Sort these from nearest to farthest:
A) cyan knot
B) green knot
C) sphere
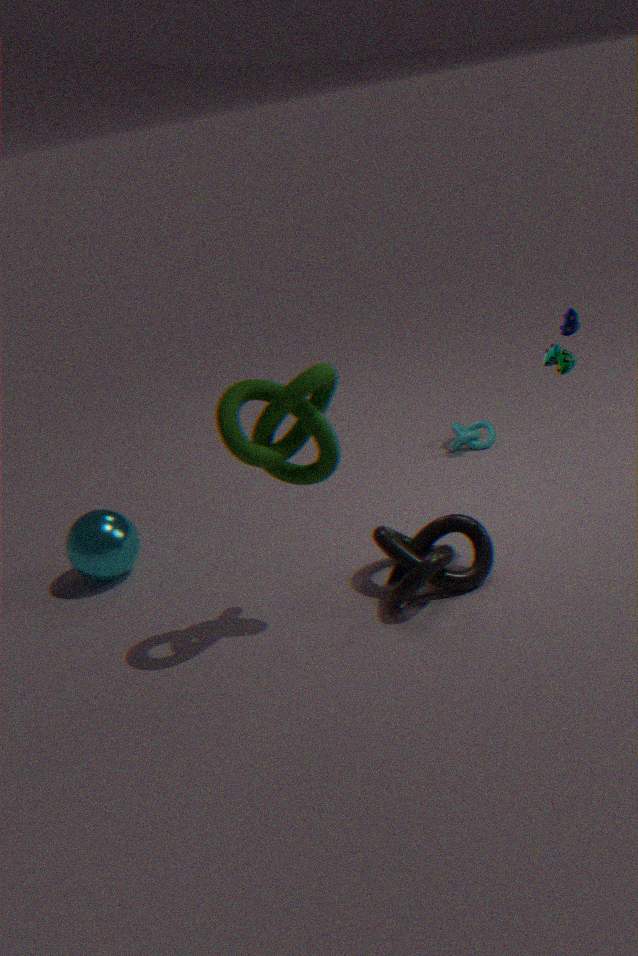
green knot < sphere < cyan knot
